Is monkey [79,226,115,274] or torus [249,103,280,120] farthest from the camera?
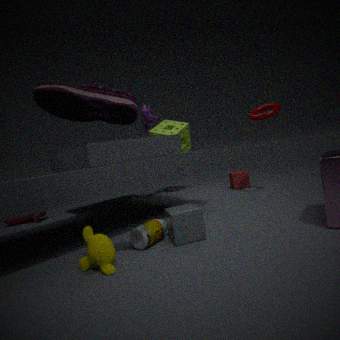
torus [249,103,280,120]
